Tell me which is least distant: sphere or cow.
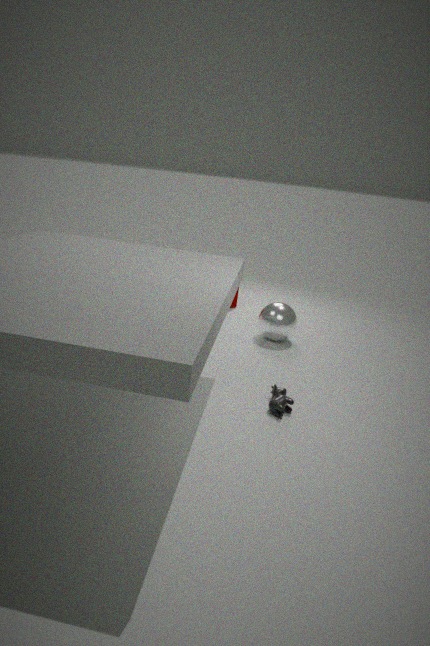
cow
